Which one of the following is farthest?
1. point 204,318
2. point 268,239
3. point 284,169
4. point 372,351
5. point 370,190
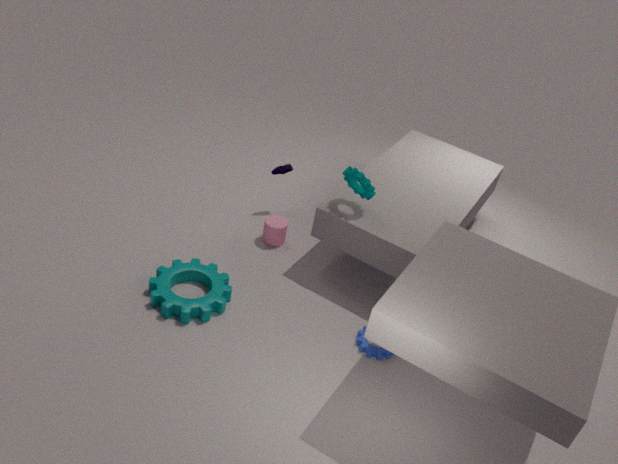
point 284,169
